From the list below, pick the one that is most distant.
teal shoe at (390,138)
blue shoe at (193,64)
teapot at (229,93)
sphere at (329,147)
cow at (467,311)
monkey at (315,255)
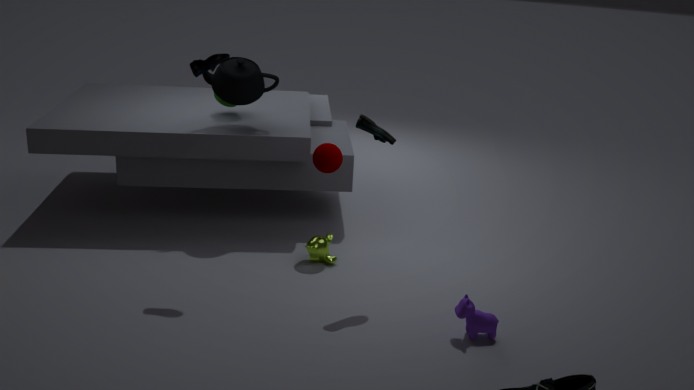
teapot at (229,93)
